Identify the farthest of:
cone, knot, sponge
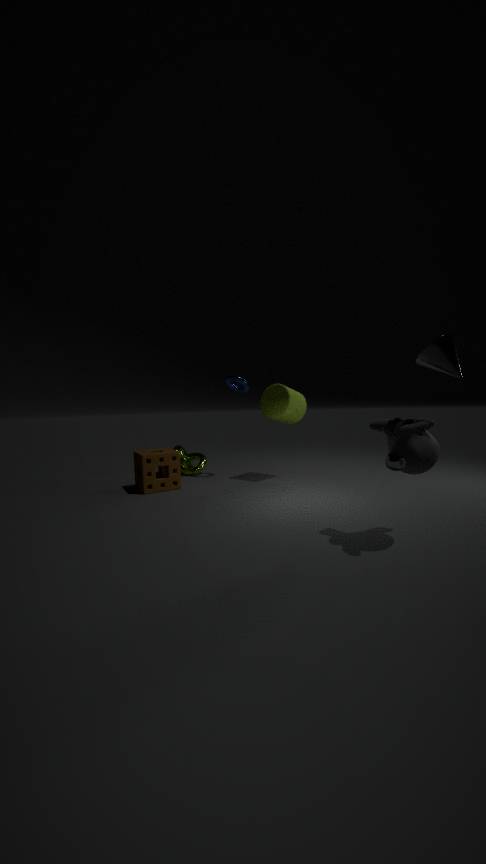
knot
